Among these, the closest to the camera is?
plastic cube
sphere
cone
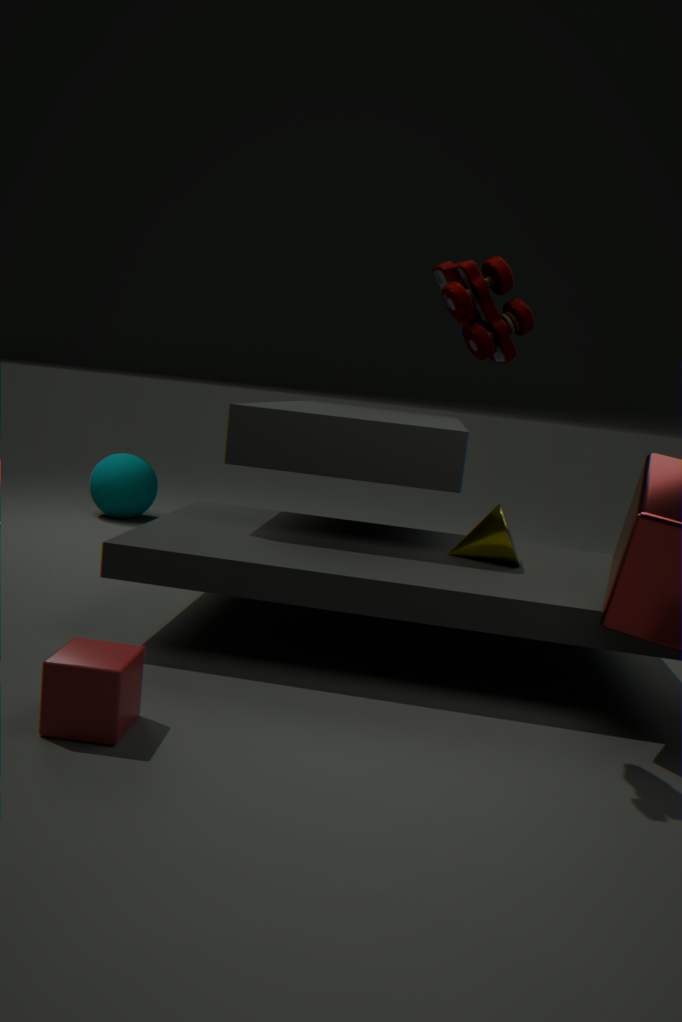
plastic cube
